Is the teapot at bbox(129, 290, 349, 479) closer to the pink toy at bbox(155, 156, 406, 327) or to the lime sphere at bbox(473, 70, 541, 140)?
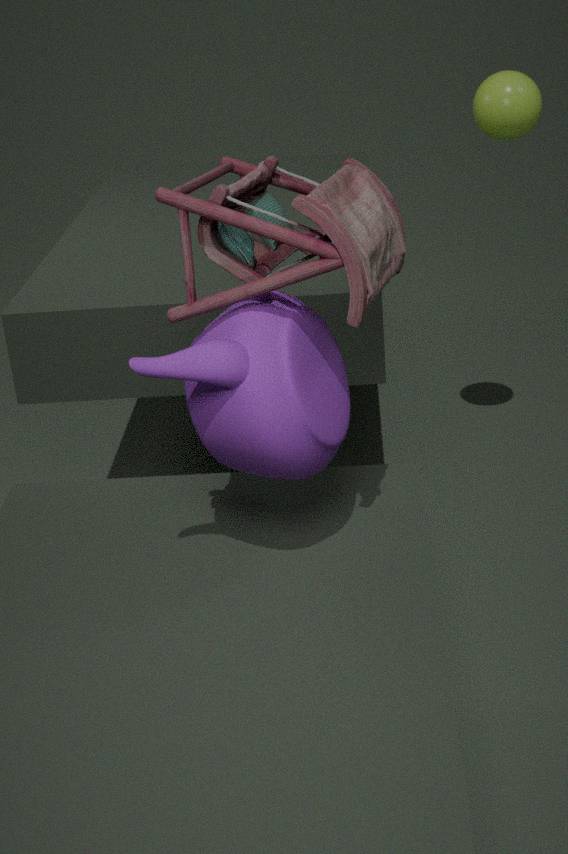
the pink toy at bbox(155, 156, 406, 327)
